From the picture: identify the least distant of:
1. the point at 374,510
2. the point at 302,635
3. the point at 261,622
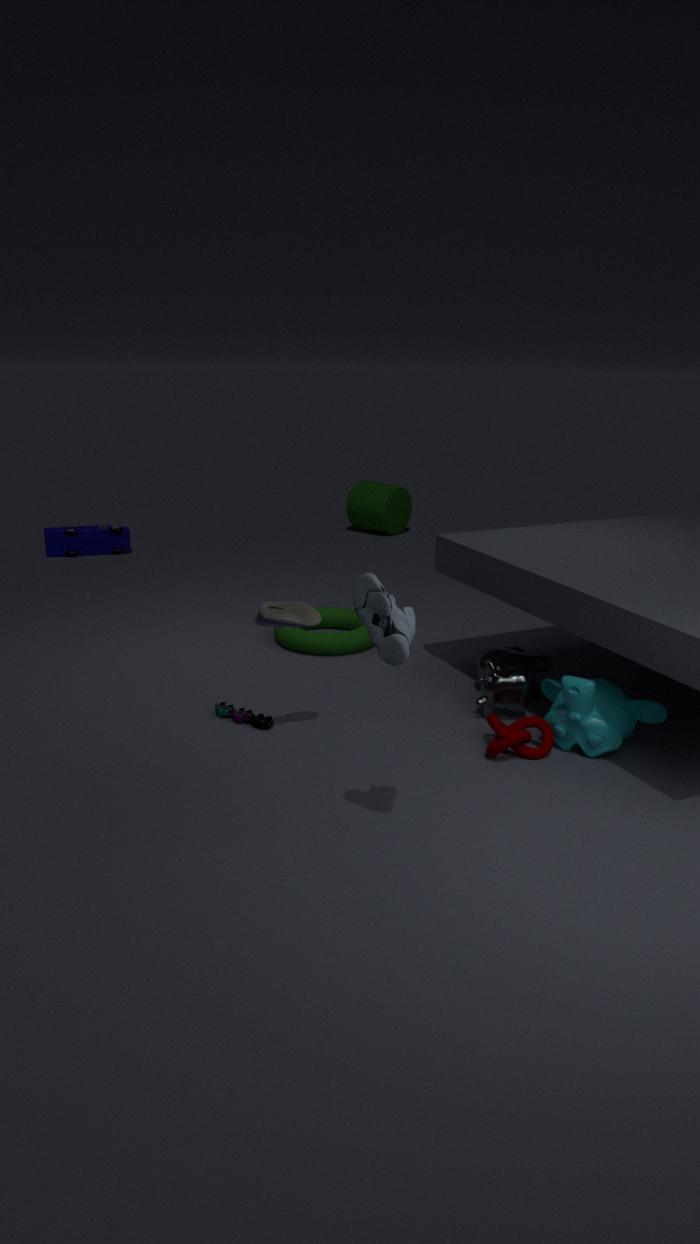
the point at 261,622
